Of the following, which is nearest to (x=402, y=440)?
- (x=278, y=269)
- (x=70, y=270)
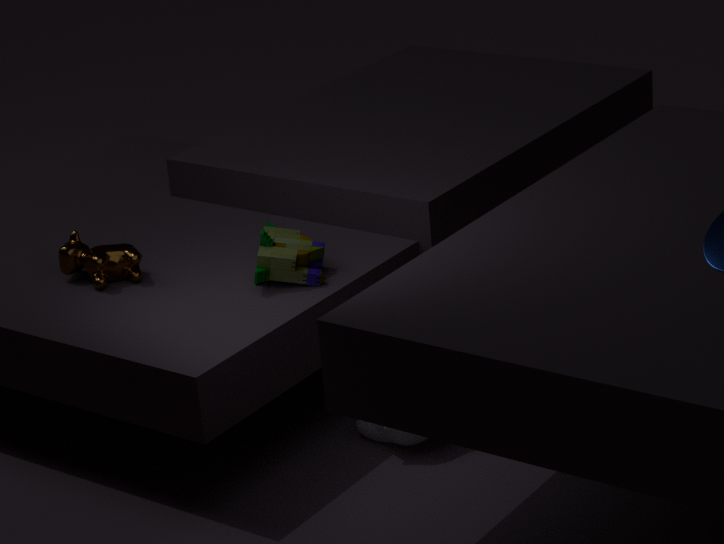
(x=278, y=269)
